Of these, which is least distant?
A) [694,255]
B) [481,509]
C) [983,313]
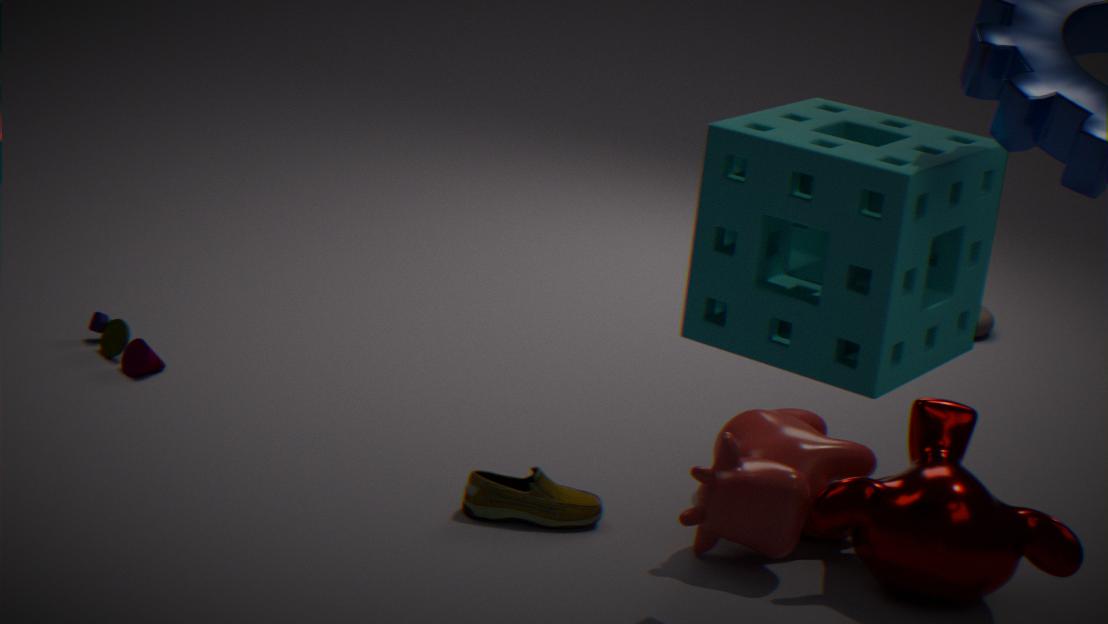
[694,255]
